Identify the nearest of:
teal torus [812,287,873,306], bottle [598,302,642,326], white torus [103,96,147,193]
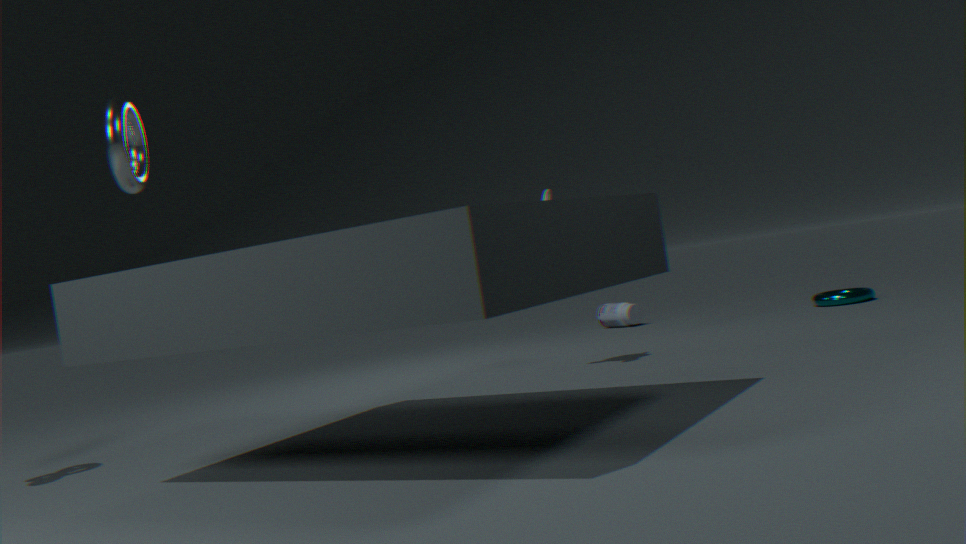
white torus [103,96,147,193]
